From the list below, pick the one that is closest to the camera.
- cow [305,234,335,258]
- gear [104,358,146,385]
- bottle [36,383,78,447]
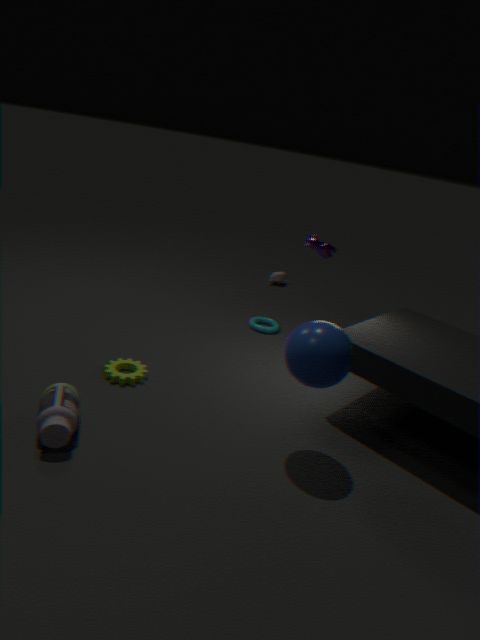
bottle [36,383,78,447]
